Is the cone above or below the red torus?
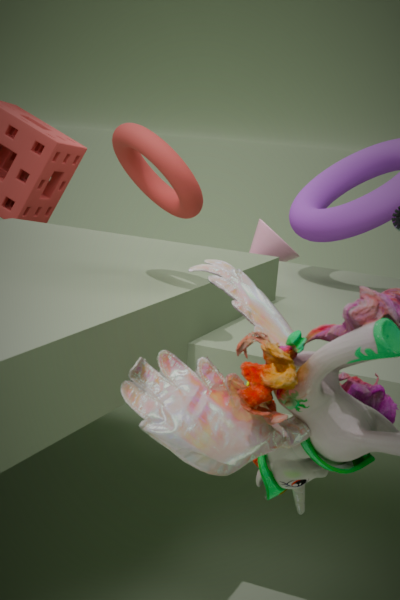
below
